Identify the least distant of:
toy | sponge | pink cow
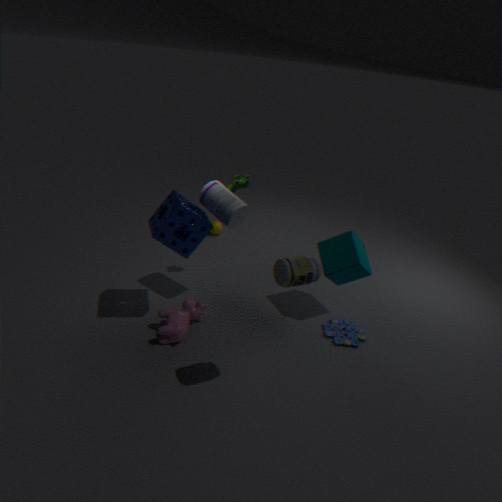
sponge
